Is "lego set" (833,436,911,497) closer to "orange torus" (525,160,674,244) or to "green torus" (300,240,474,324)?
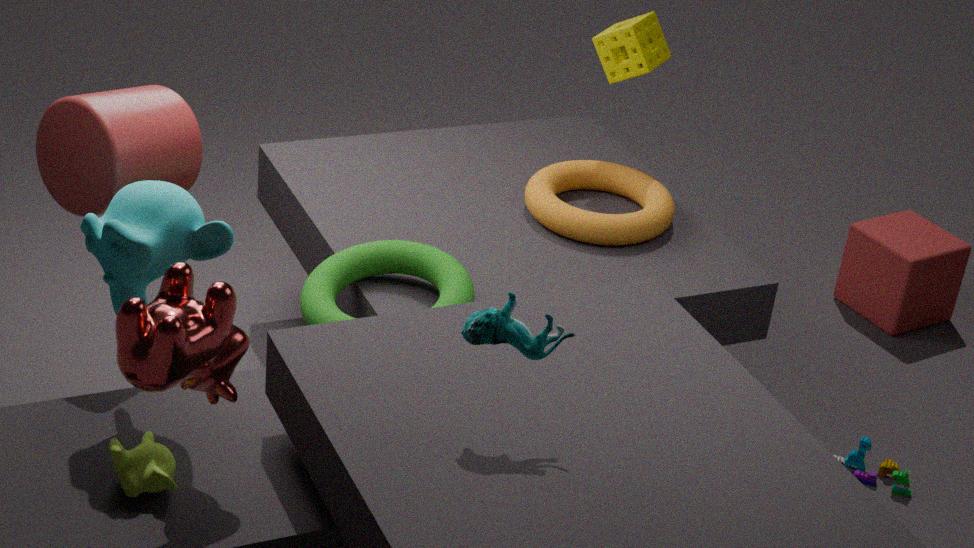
"orange torus" (525,160,674,244)
